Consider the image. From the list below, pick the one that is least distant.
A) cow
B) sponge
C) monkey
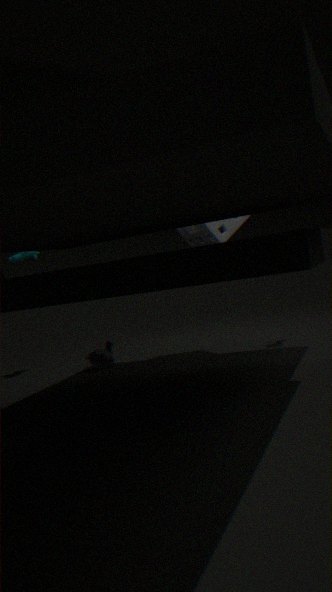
sponge
